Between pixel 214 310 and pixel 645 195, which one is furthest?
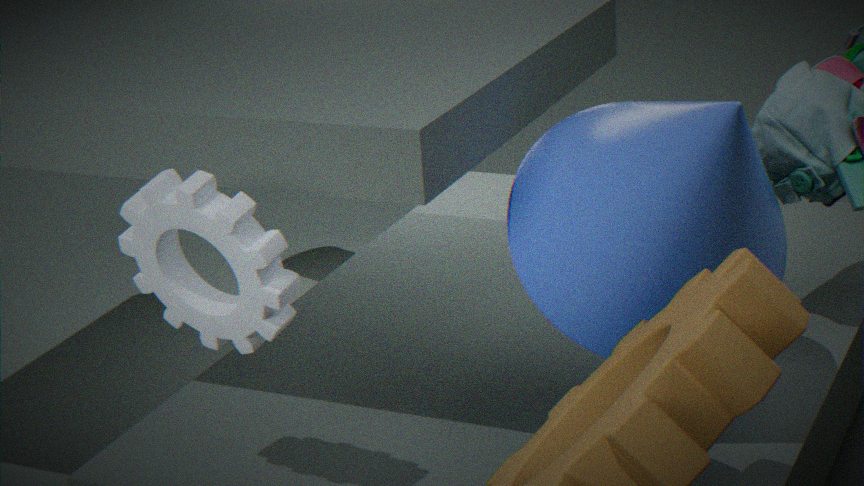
pixel 214 310
